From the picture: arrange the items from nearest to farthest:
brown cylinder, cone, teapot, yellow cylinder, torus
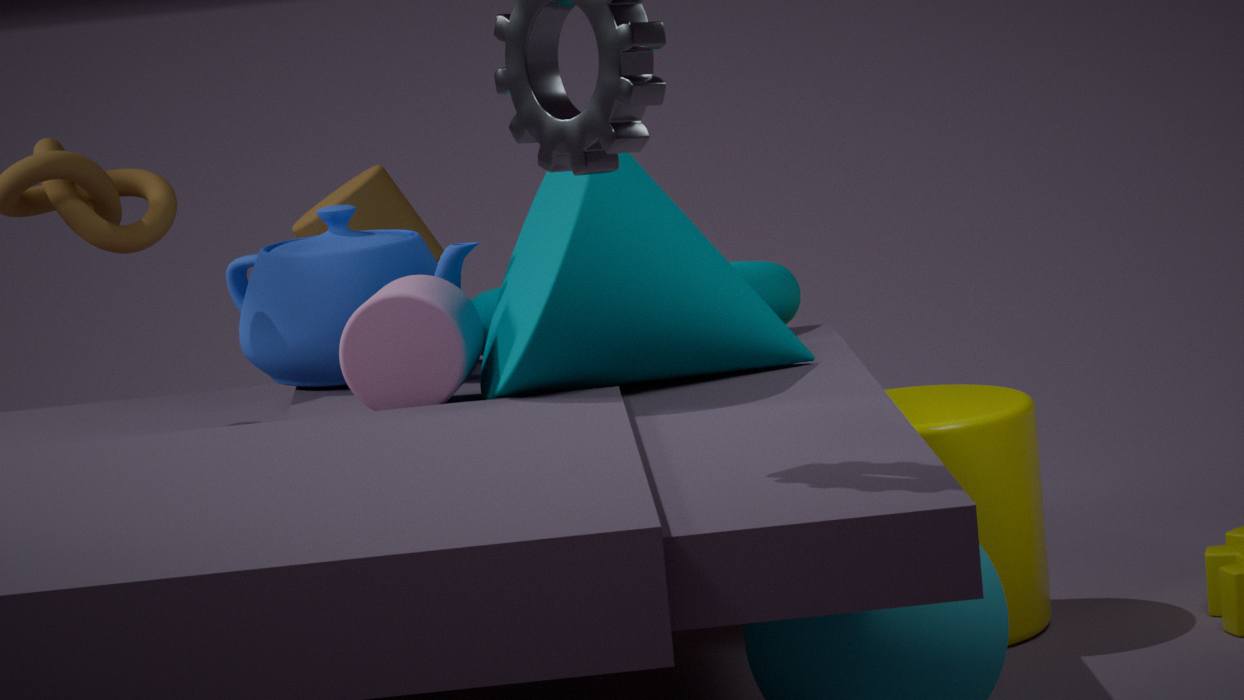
cone < teapot < yellow cylinder < torus < brown cylinder
